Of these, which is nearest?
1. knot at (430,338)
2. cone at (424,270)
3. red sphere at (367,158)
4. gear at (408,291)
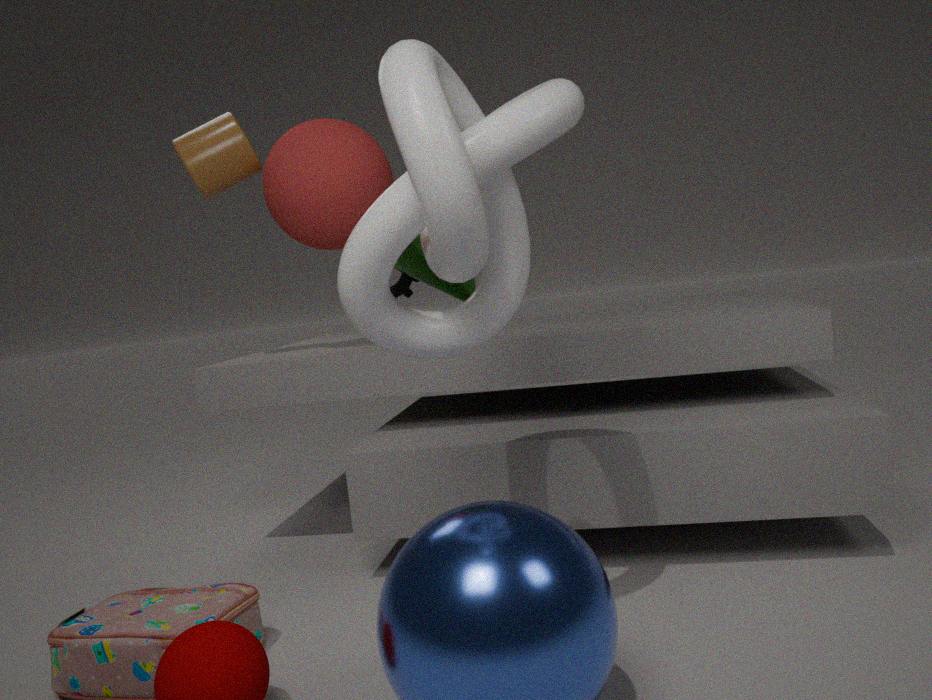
knot at (430,338)
